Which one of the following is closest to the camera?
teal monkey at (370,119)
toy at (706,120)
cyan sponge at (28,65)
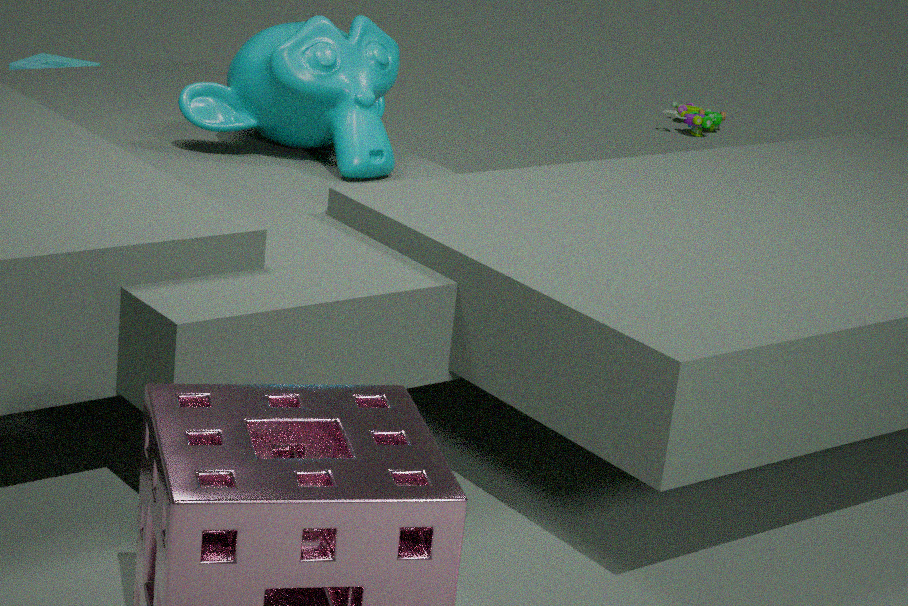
teal monkey at (370,119)
